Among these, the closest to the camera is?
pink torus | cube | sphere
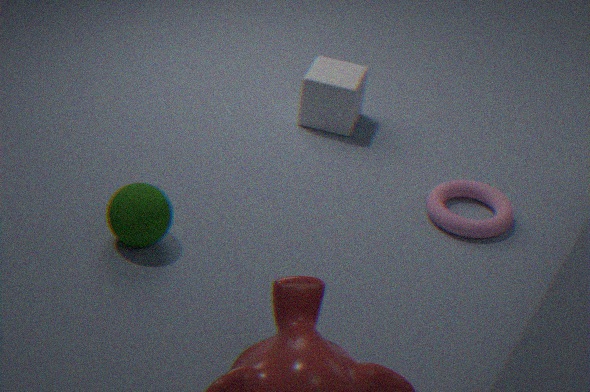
sphere
